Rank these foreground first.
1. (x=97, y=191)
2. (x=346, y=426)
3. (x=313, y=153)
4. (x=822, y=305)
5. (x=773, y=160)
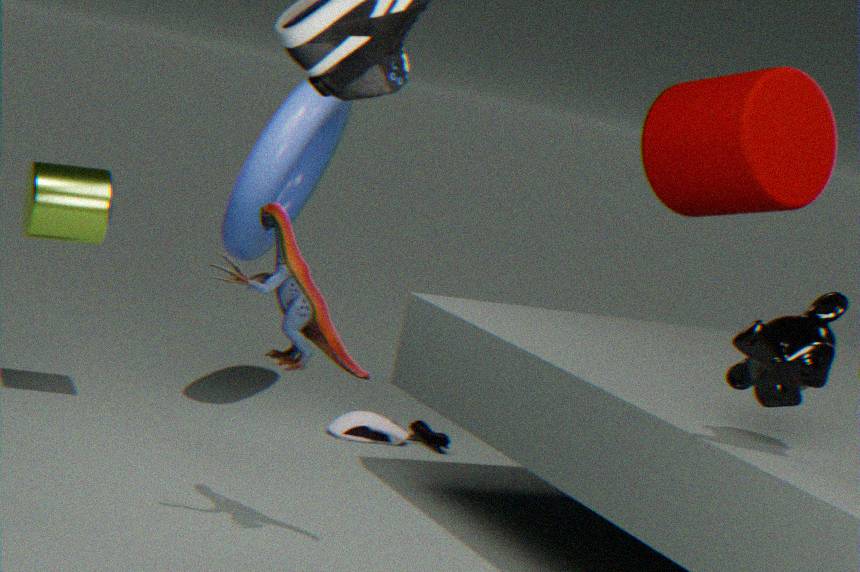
1. (x=822, y=305)
2. (x=97, y=191)
3. (x=773, y=160)
4. (x=346, y=426)
5. (x=313, y=153)
